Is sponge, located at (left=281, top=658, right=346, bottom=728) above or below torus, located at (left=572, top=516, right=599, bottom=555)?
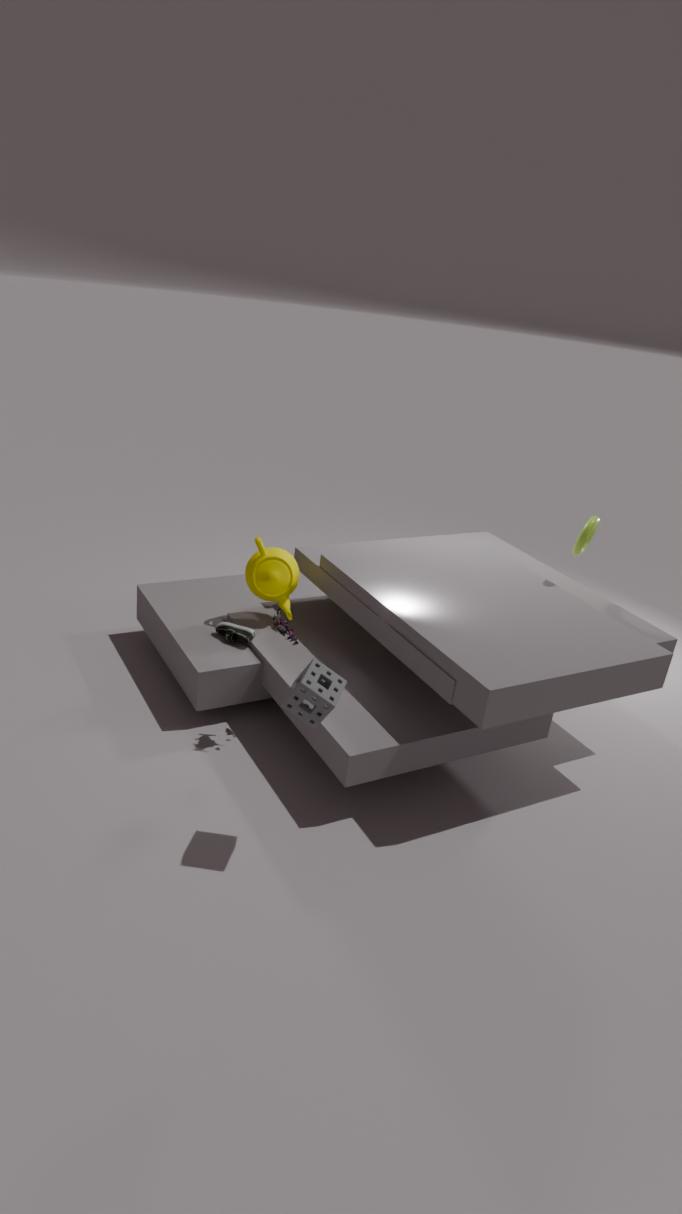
below
